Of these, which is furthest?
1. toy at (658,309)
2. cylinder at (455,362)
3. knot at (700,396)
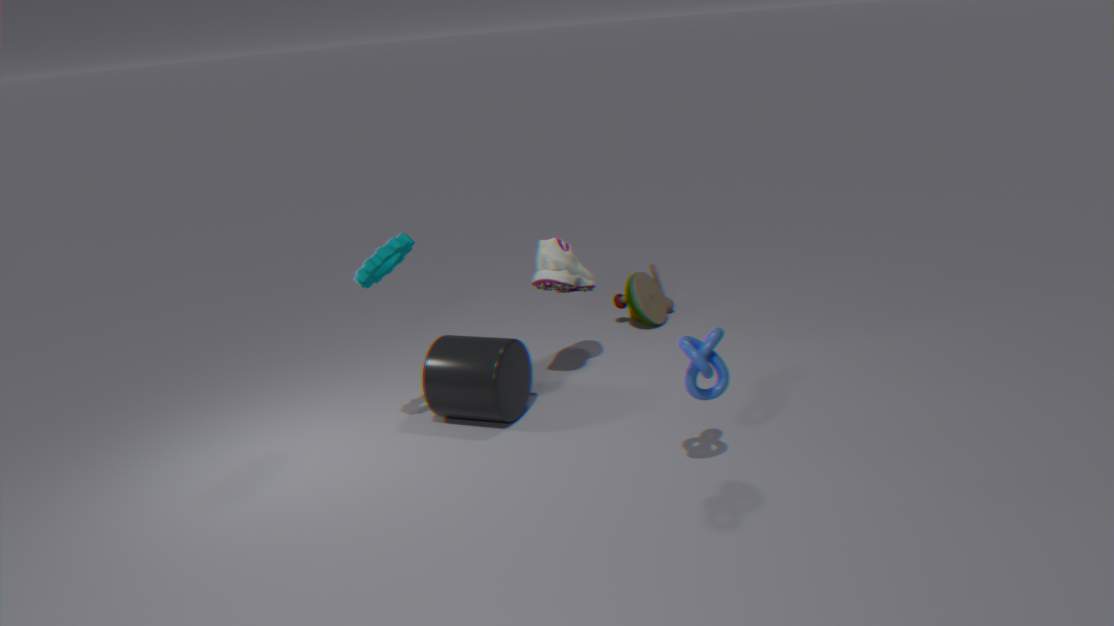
toy at (658,309)
